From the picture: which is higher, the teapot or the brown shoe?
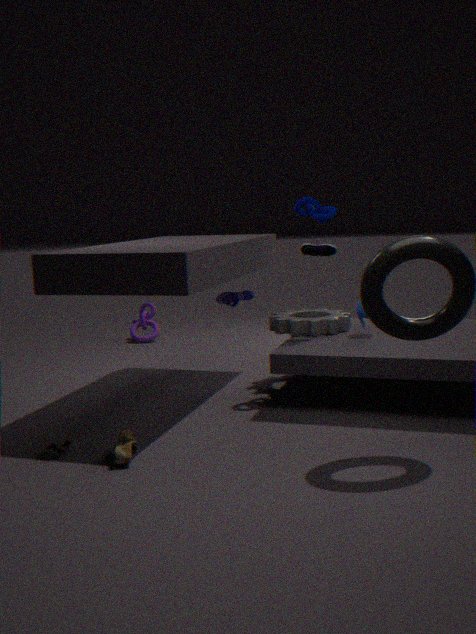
the teapot
